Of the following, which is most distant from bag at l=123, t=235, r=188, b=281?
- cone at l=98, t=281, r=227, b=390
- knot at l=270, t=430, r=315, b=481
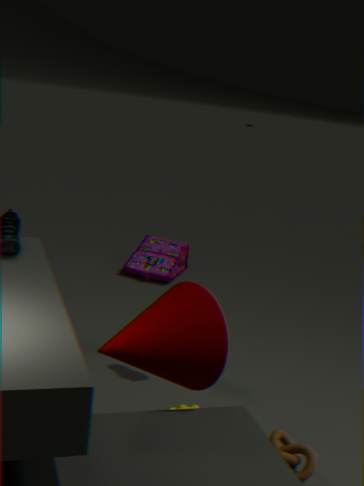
cone at l=98, t=281, r=227, b=390
